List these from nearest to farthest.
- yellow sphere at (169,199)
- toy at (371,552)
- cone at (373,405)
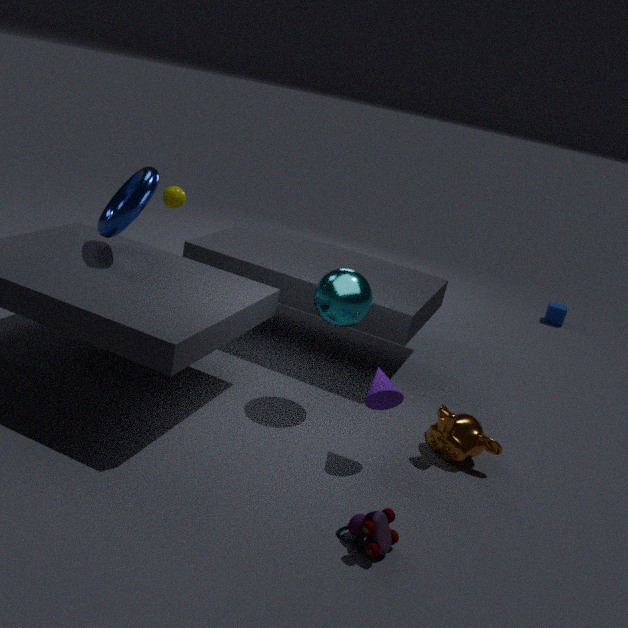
toy at (371,552) → cone at (373,405) → yellow sphere at (169,199)
